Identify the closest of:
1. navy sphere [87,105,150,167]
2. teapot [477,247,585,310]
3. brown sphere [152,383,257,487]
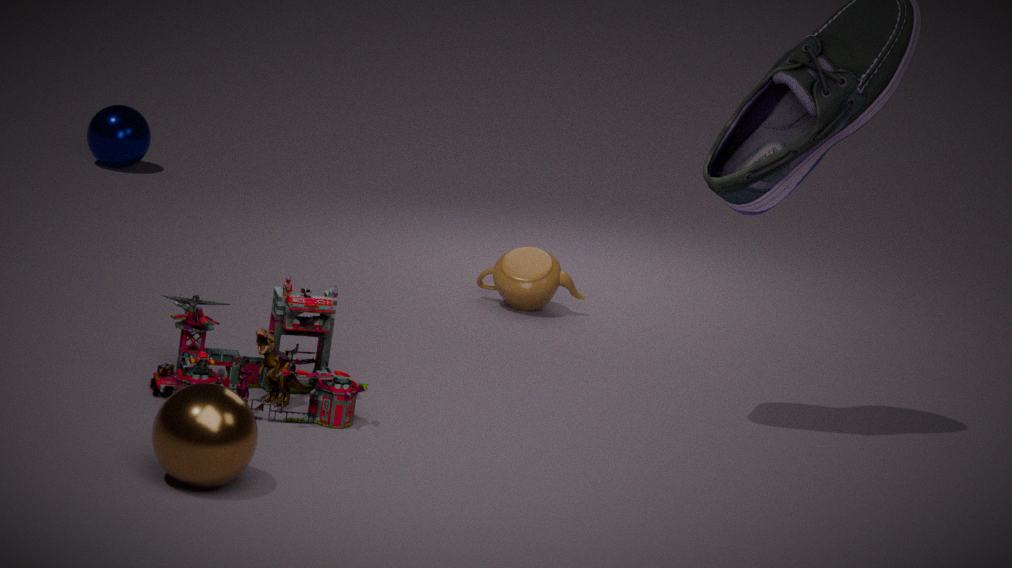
brown sphere [152,383,257,487]
